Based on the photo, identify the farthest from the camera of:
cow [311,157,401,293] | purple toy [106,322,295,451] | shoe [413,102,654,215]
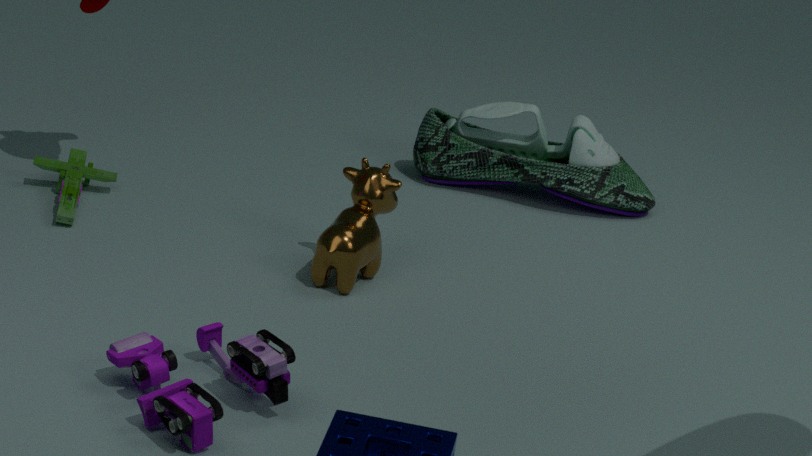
shoe [413,102,654,215]
